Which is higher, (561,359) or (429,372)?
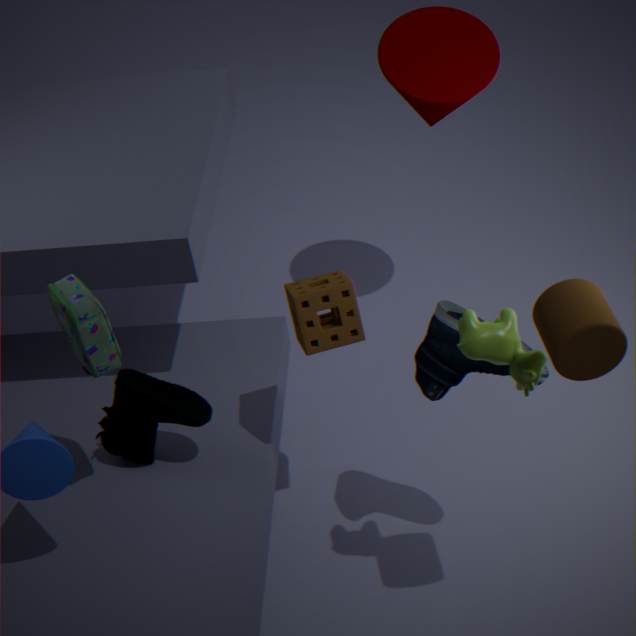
(561,359)
